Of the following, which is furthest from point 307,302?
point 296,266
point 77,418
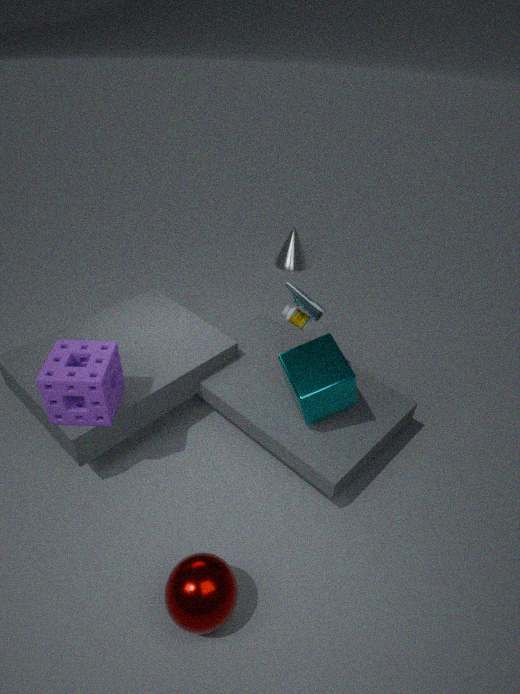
point 296,266
